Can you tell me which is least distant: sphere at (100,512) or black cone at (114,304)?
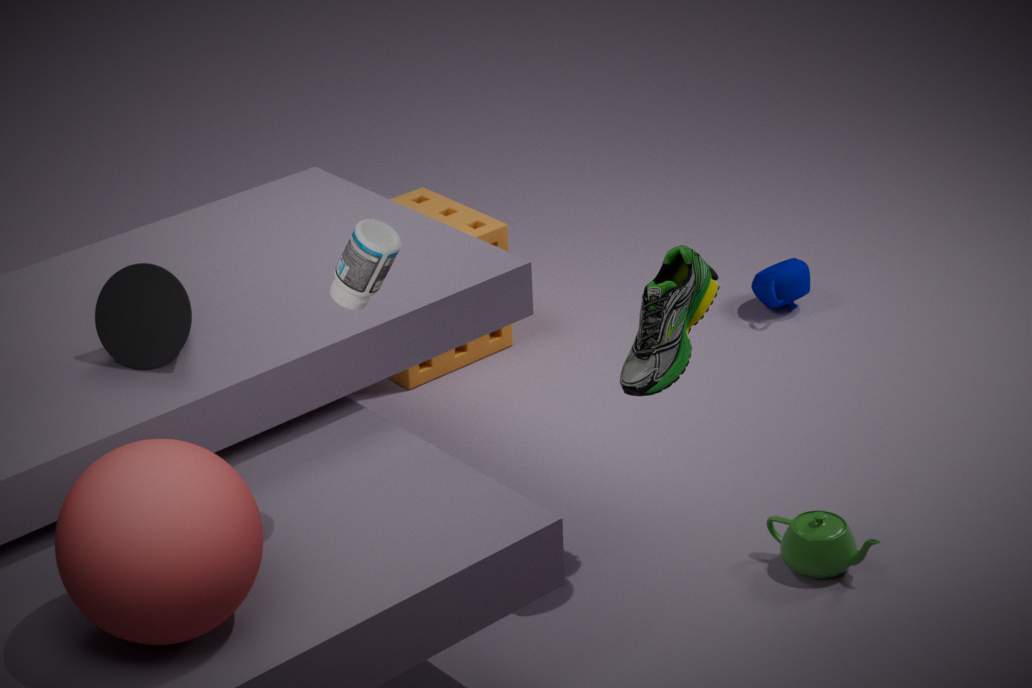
sphere at (100,512)
